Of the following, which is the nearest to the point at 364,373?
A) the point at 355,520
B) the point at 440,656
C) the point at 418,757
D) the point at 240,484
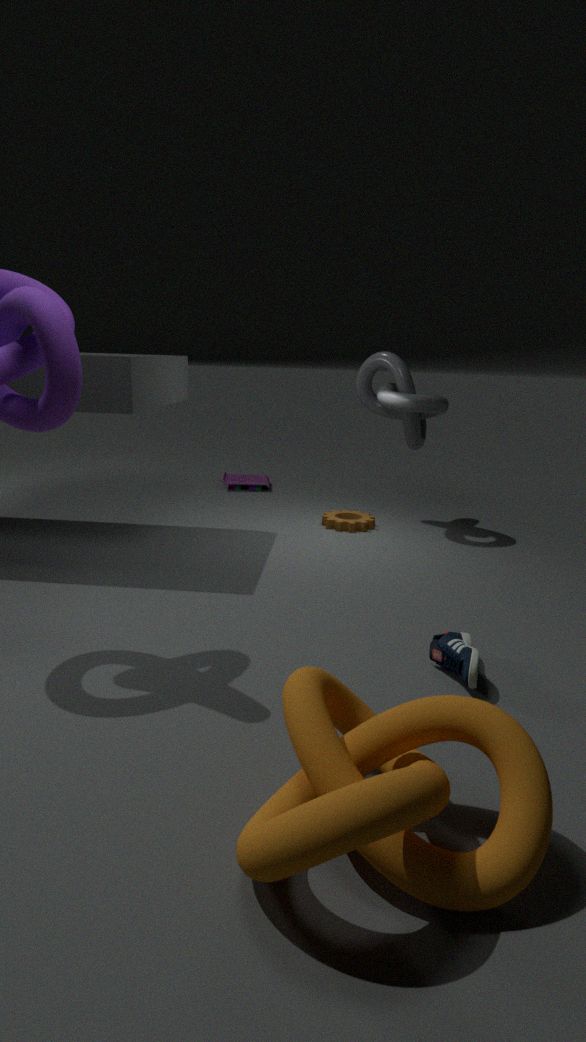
the point at 355,520
